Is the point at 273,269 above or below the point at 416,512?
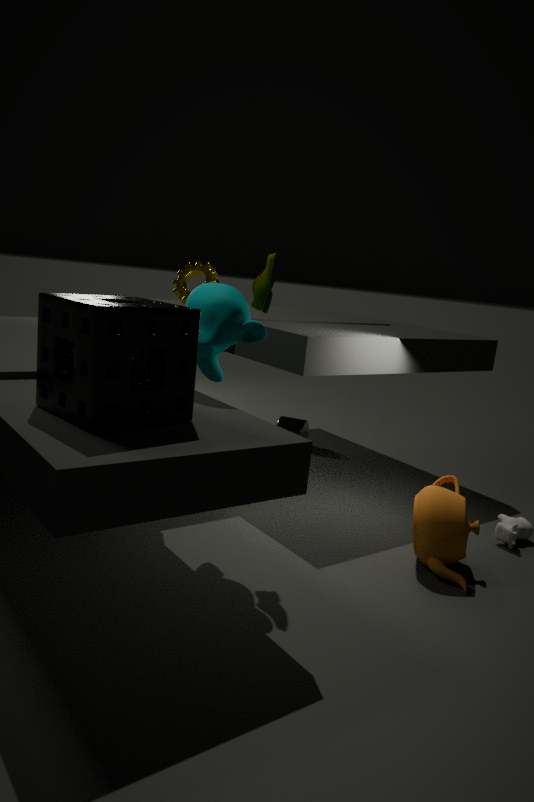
above
